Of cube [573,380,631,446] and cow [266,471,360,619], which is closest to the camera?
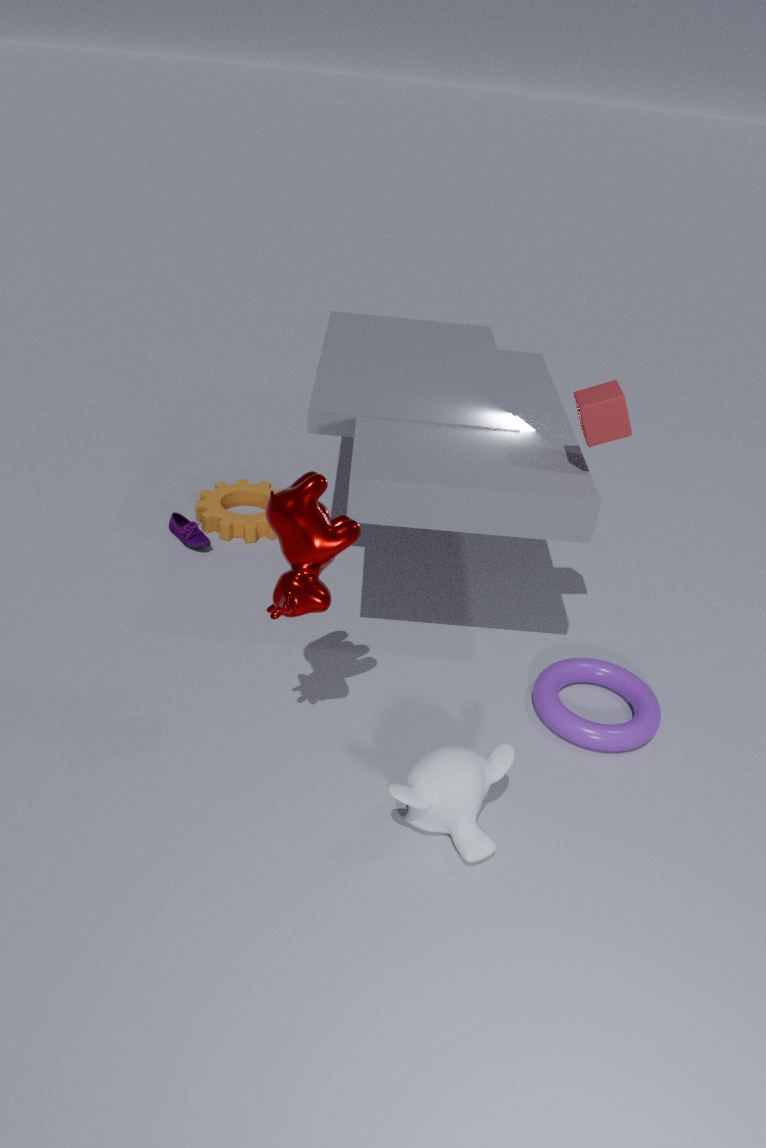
cow [266,471,360,619]
